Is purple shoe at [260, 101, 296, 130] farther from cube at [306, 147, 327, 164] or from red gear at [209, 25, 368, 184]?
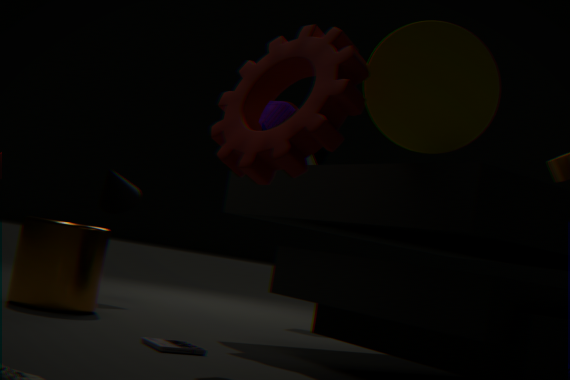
cube at [306, 147, 327, 164]
